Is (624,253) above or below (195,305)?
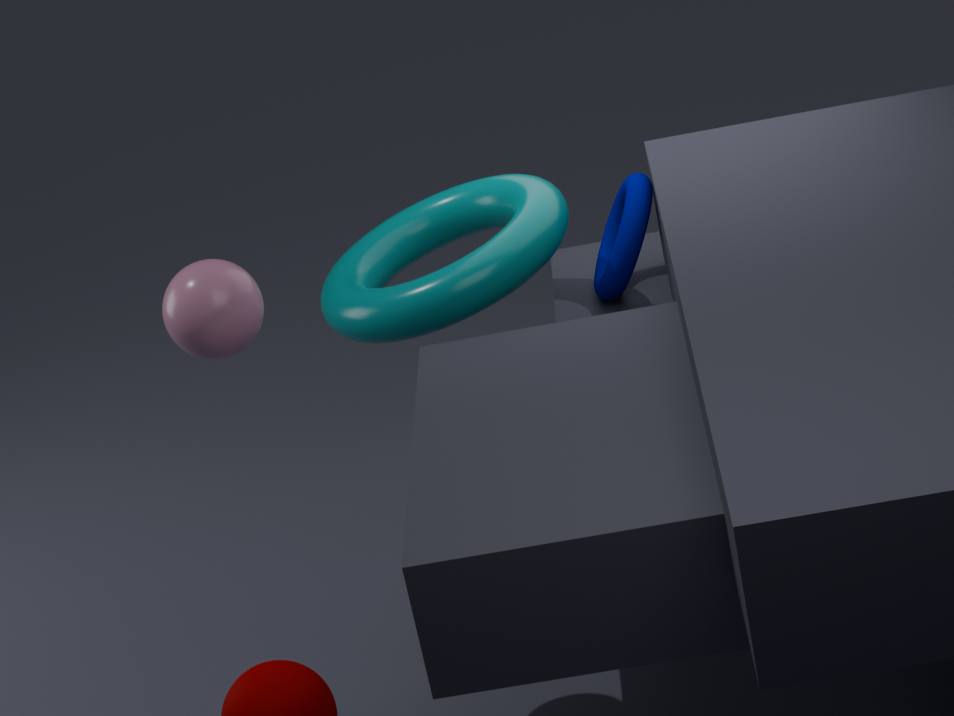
below
